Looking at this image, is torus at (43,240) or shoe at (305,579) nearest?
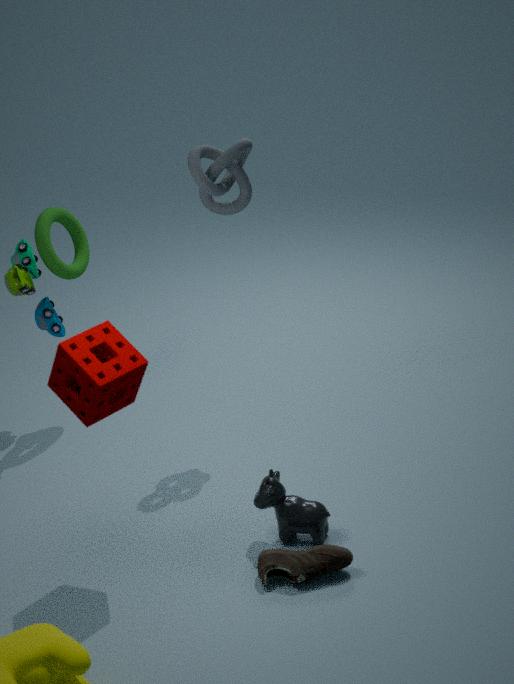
shoe at (305,579)
